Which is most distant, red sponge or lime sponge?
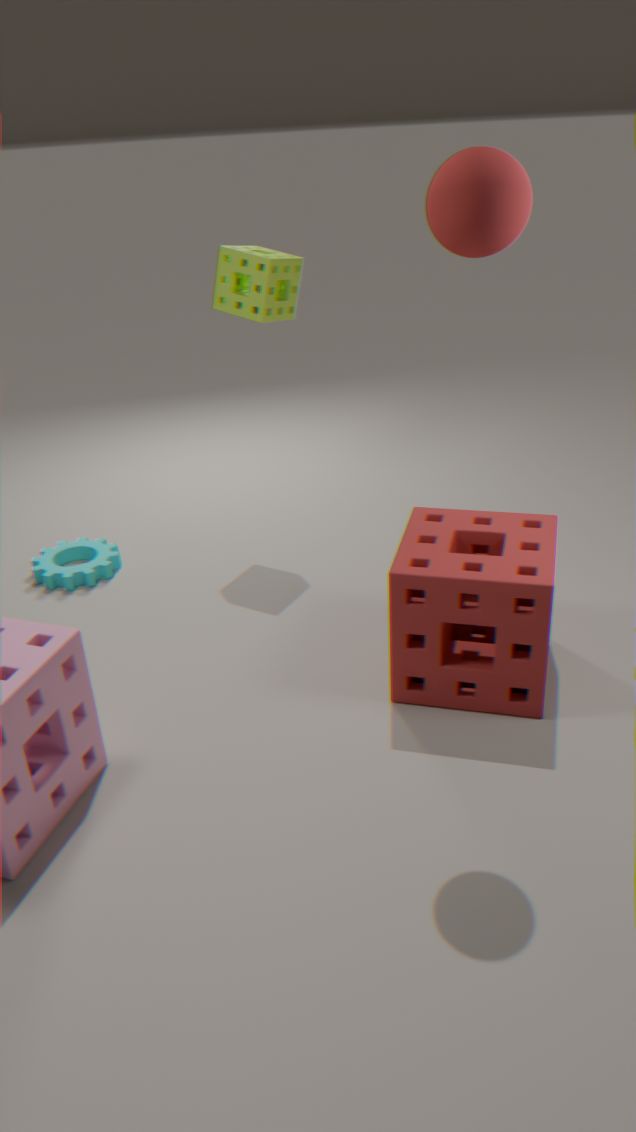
lime sponge
